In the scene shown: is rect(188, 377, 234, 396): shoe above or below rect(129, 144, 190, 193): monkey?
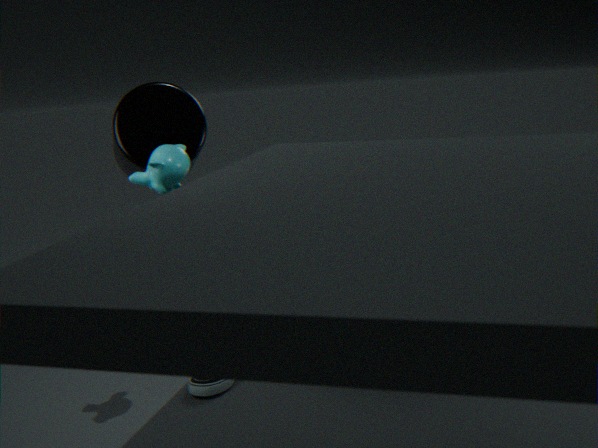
below
